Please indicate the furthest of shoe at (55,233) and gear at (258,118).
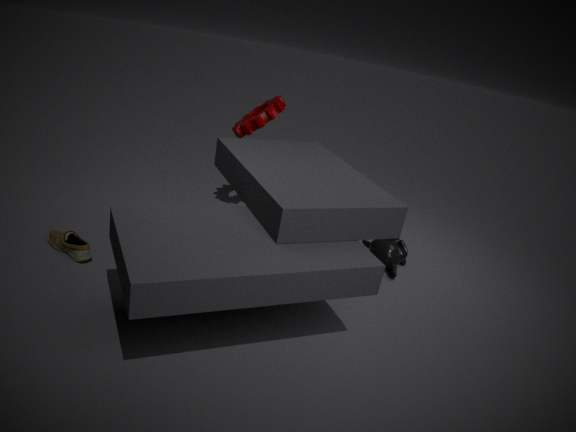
gear at (258,118)
